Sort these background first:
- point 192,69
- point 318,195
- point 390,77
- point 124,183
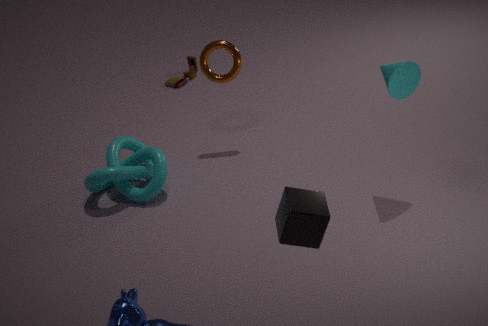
point 192,69 → point 124,183 → point 390,77 → point 318,195
